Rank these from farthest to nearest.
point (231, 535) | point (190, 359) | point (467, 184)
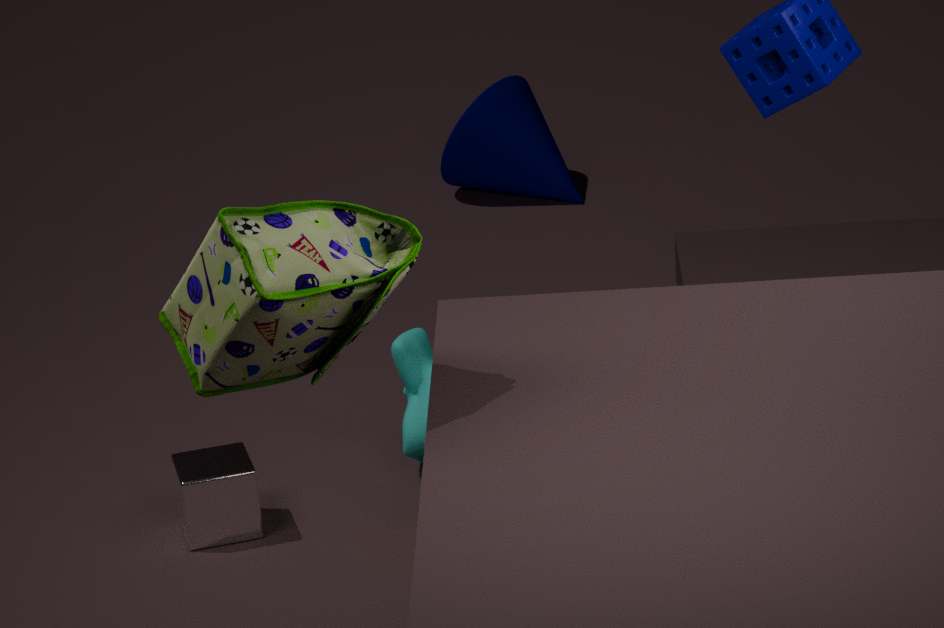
point (467, 184) < point (231, 535) < point (190, 359)
